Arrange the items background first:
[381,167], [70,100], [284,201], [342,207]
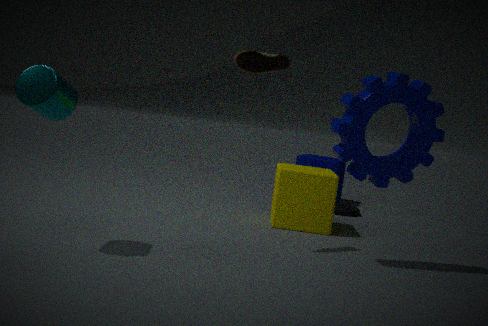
[342,207]
[284,201]
[381,167]
[70,100]
